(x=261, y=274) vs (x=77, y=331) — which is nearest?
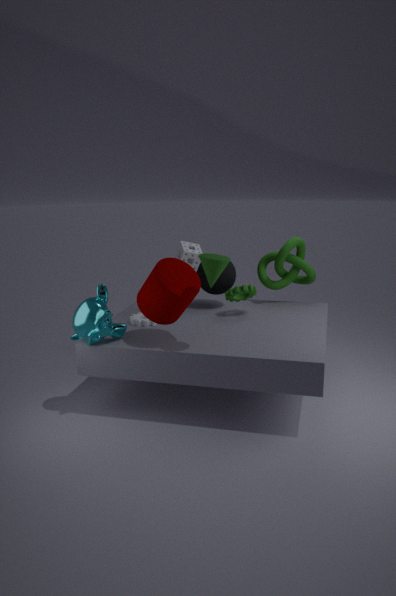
(x=77, y=331)
